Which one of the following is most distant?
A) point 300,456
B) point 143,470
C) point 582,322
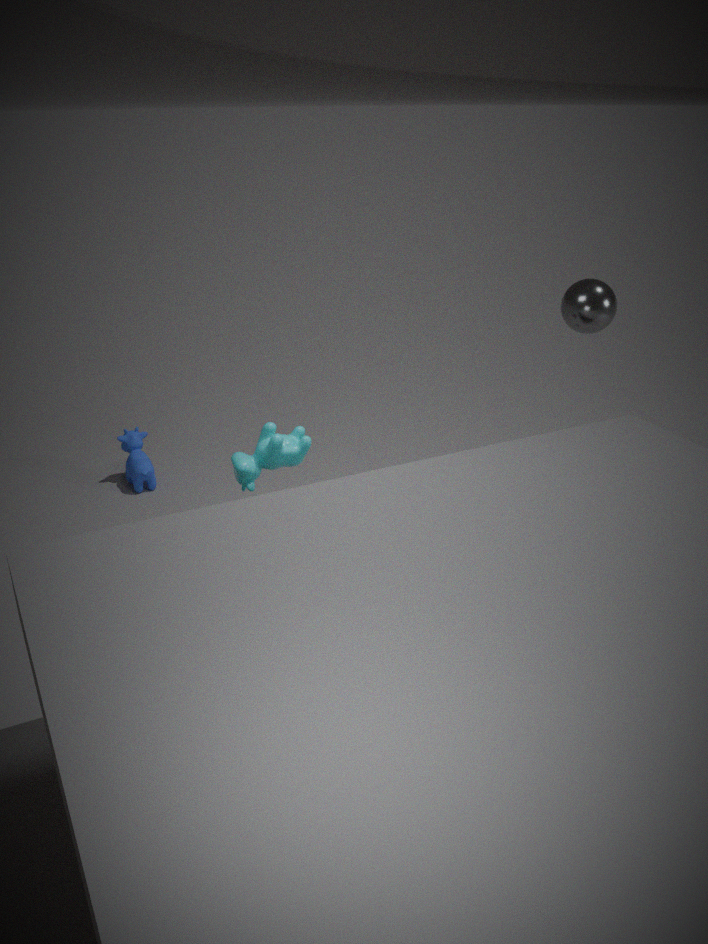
point 143,470
